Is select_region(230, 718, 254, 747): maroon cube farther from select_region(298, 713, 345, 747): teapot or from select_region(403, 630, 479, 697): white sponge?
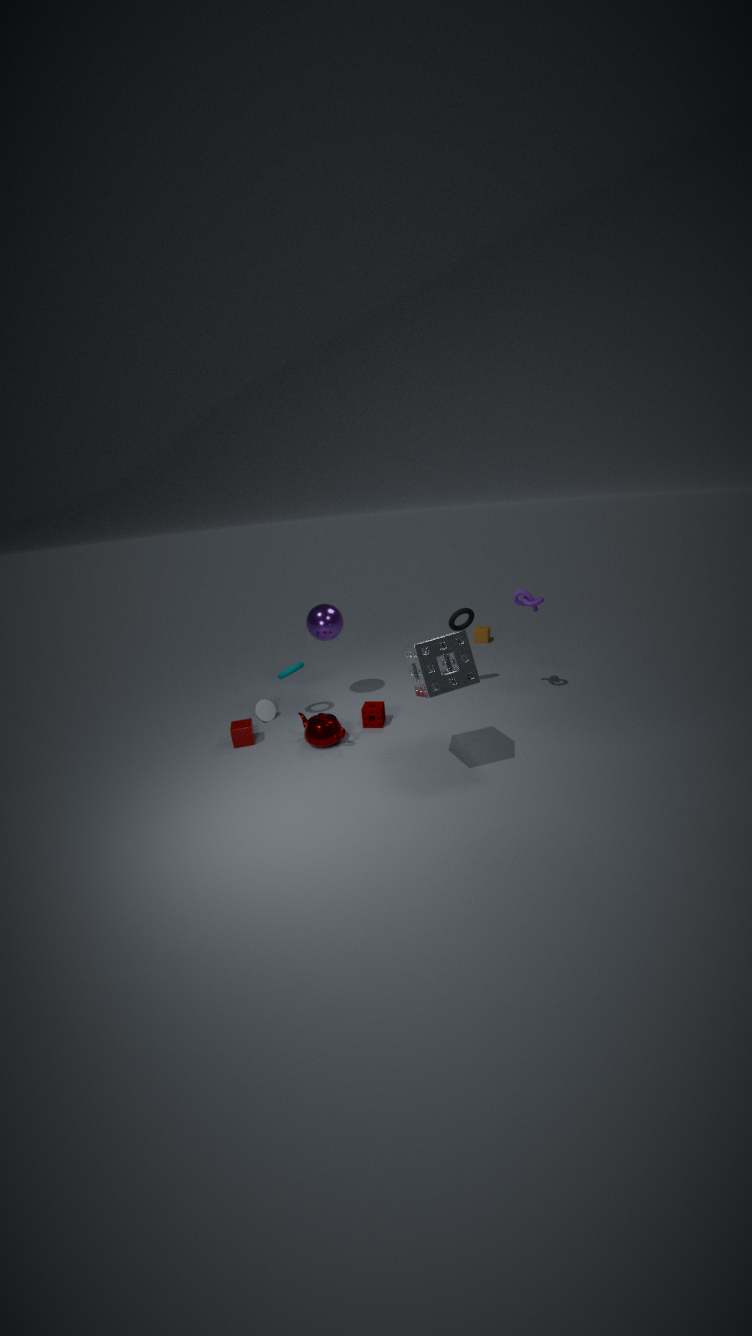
select_region(403, 630, 479, 697): white sponge
